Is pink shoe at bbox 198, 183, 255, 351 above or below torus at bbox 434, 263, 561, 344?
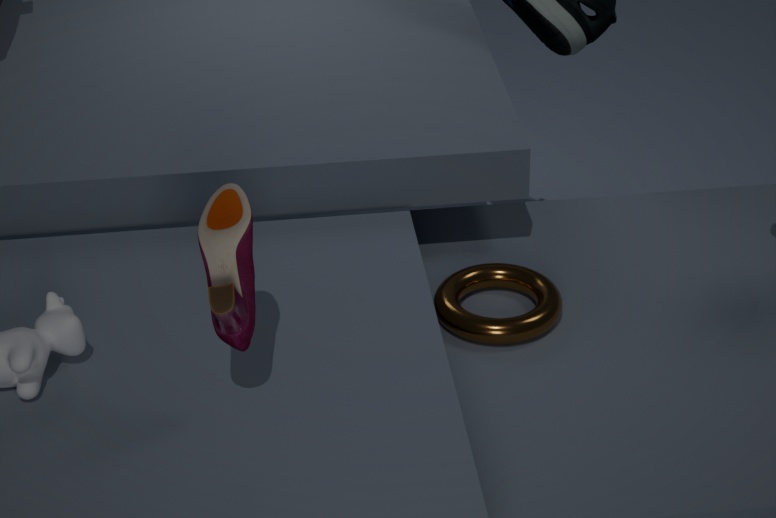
above
